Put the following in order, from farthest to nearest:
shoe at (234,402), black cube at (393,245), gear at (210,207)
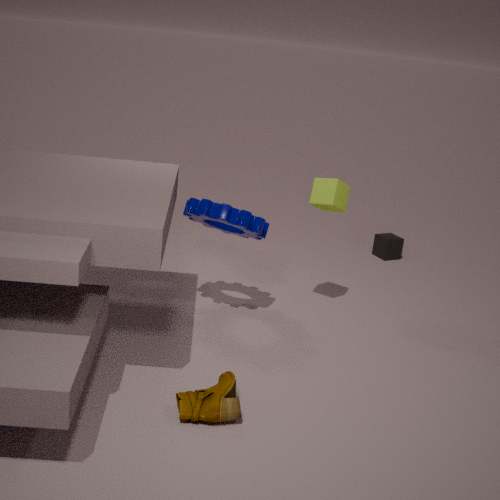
black cube at (393,245)
gear at (210,207)
shoe at (234,402)
